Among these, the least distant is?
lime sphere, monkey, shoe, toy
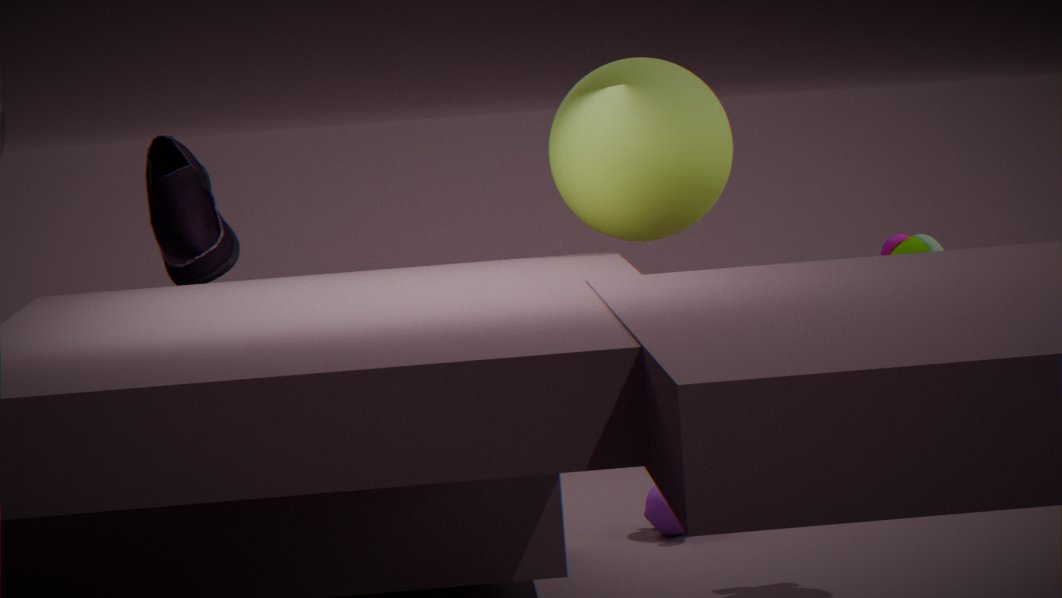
lime sphere
